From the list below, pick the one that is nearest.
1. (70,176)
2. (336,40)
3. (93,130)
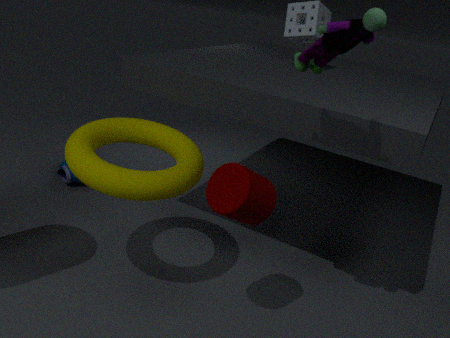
(336,40)
